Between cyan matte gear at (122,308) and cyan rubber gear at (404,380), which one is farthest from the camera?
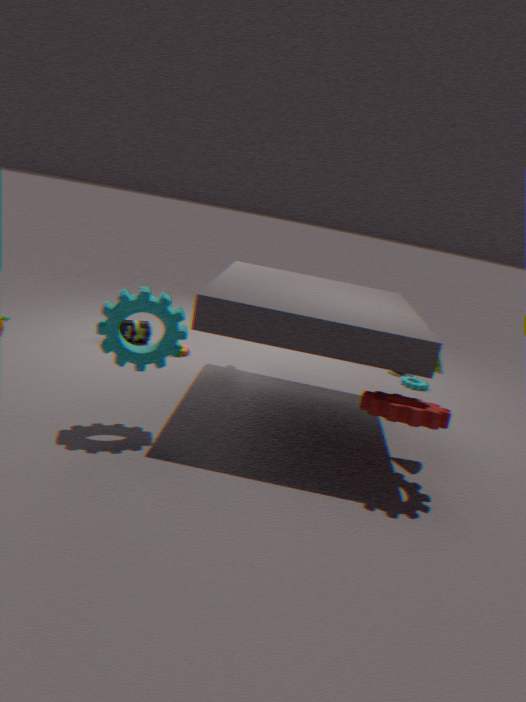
cyan rubber gear at (404,380)
